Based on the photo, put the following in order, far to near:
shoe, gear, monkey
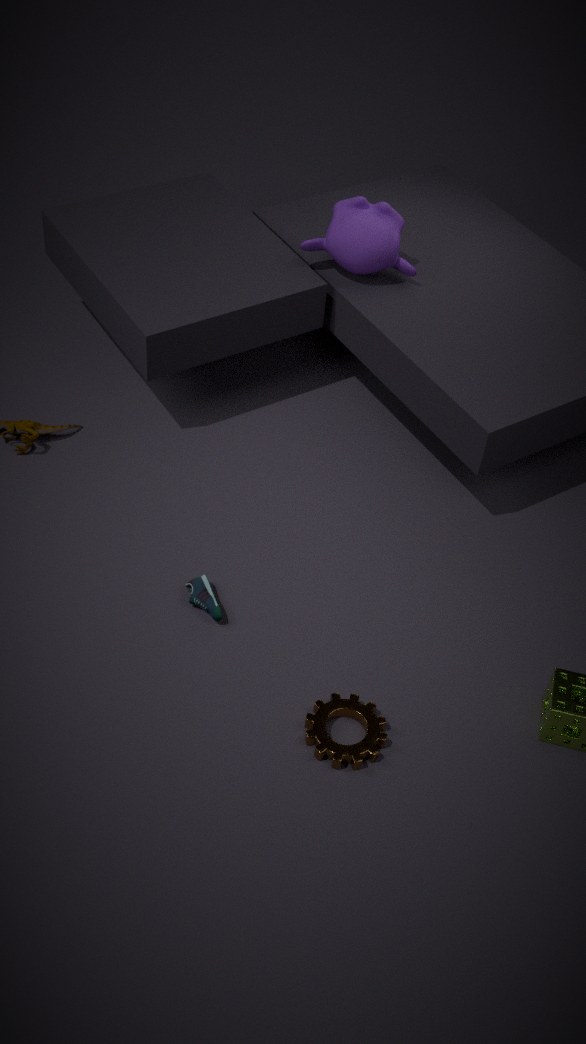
monkey
shoe
gear
